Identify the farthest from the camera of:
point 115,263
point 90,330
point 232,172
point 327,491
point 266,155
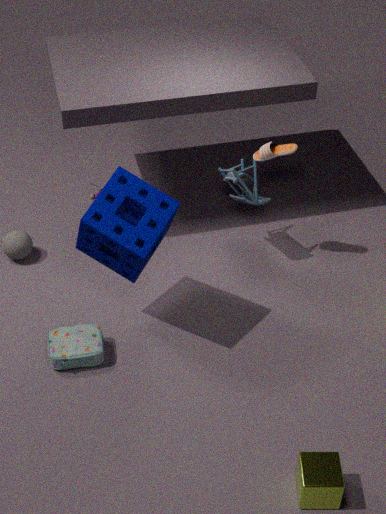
Answer: point 232,172
